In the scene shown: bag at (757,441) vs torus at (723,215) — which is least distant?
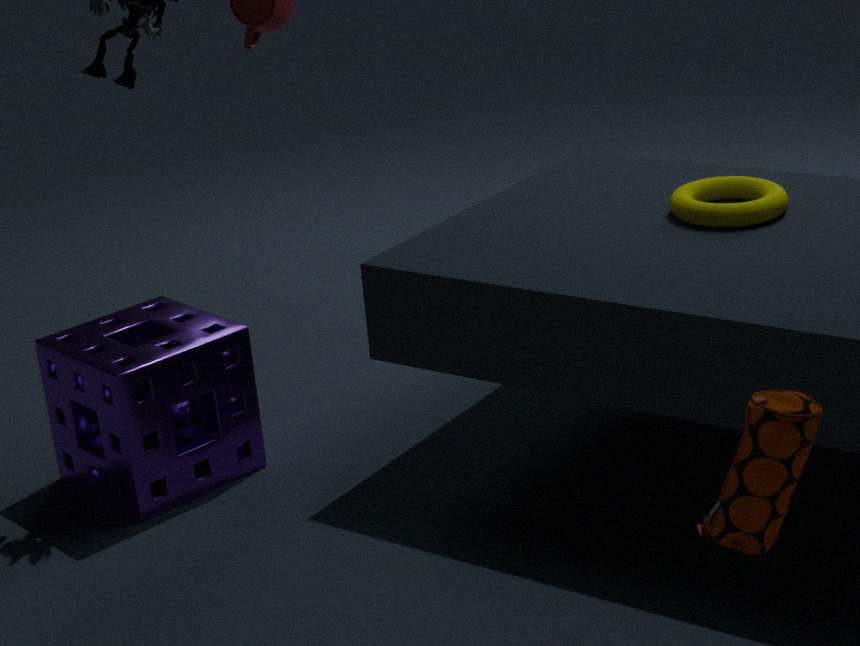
bag at (757,441)
